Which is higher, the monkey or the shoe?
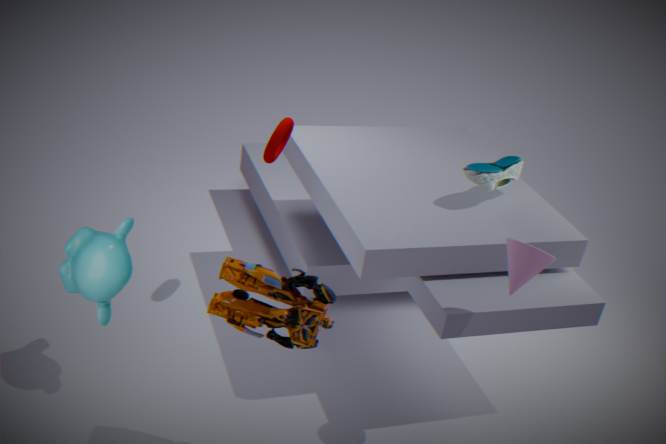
the shoe
